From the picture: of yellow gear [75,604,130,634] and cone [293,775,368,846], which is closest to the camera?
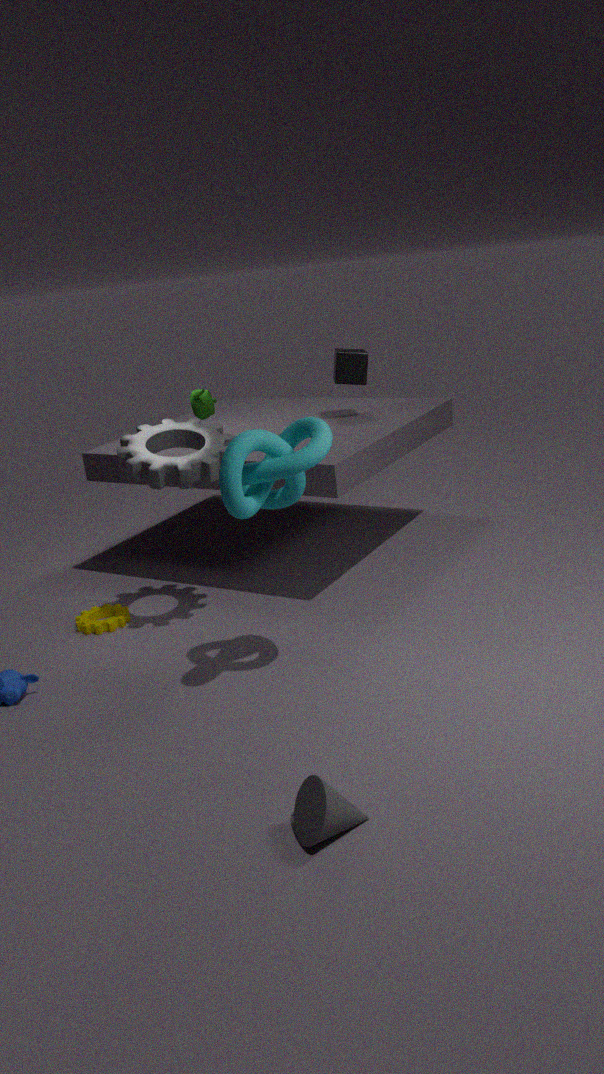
cone [293,775,368,846]
